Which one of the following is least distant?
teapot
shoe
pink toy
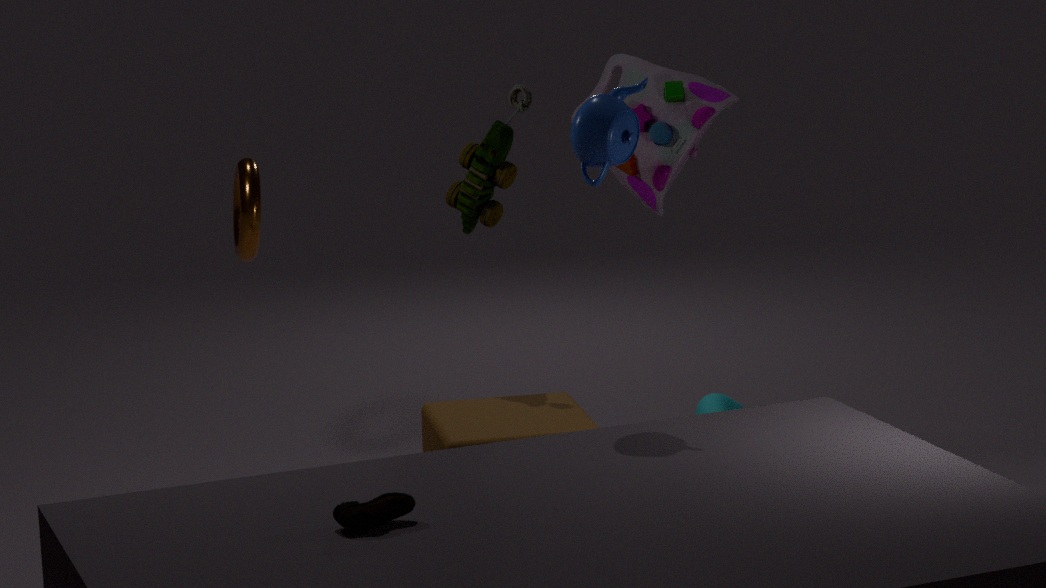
shoe
